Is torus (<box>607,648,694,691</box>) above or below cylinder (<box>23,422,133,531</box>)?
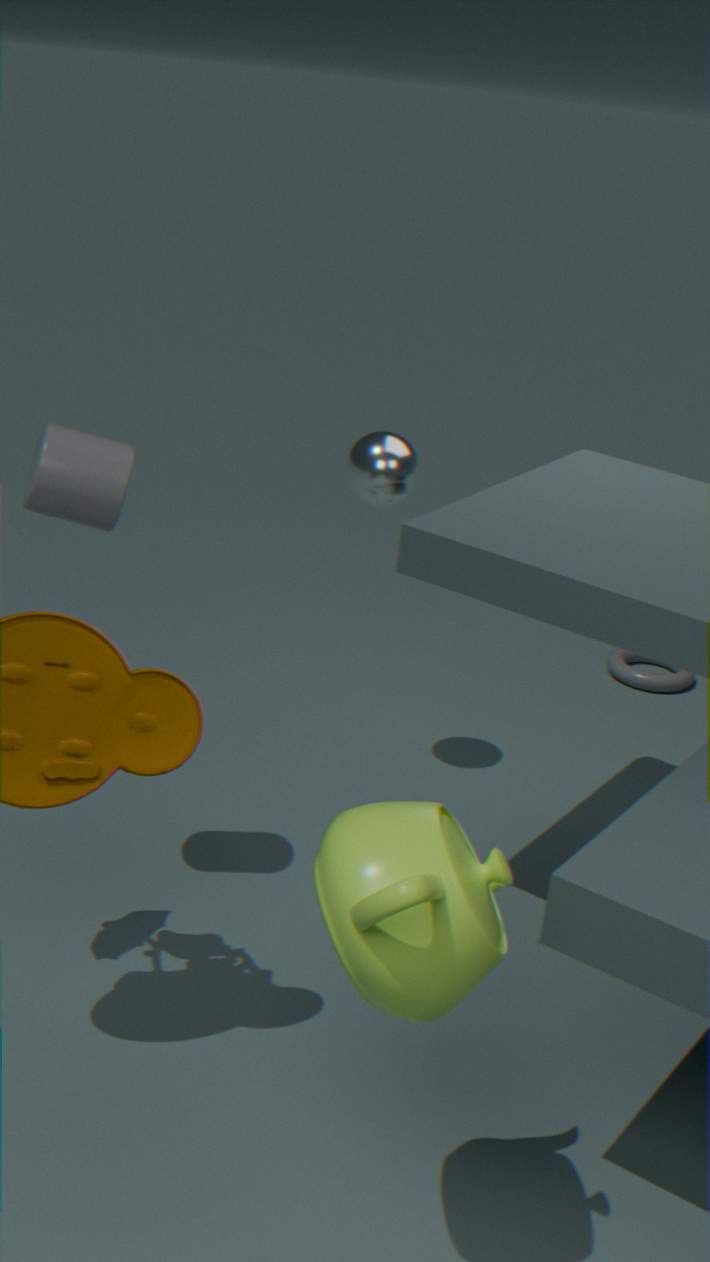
below
